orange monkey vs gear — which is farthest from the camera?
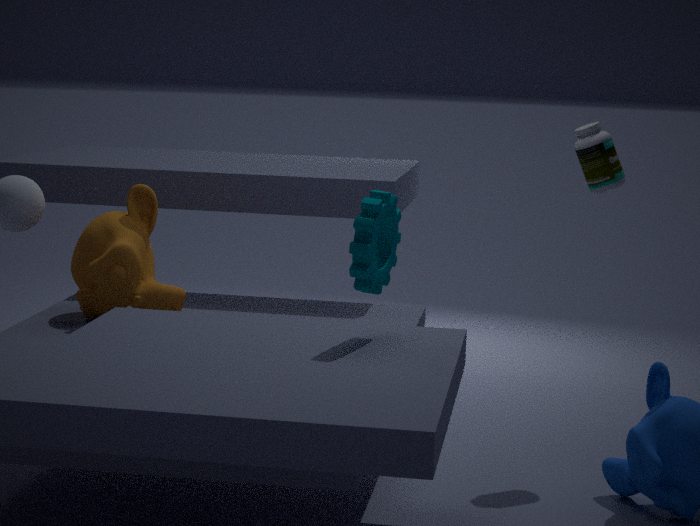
orange monkey
